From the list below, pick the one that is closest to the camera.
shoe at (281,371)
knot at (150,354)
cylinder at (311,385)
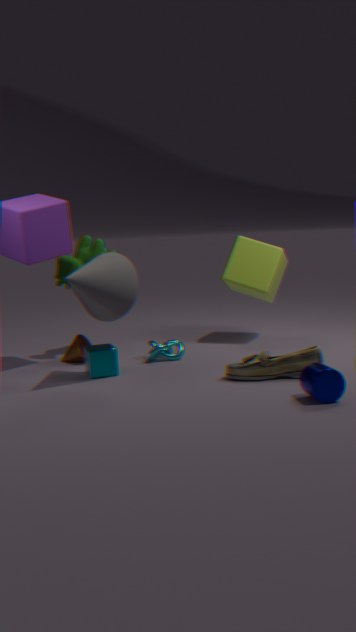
cylinder at (311,385)
